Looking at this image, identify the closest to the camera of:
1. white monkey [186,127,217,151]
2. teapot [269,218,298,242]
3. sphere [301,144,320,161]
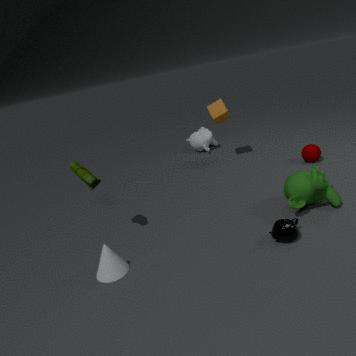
teapot [269,218,298,242]
